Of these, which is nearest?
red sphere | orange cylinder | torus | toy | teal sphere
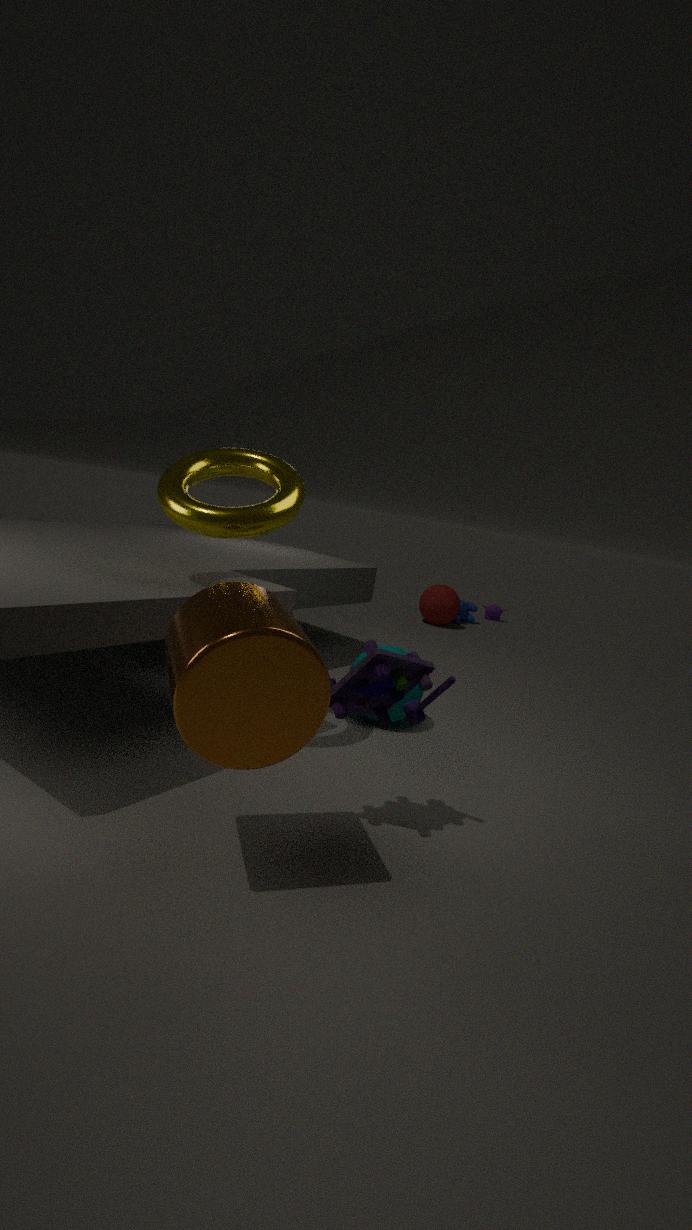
orange cylinder
